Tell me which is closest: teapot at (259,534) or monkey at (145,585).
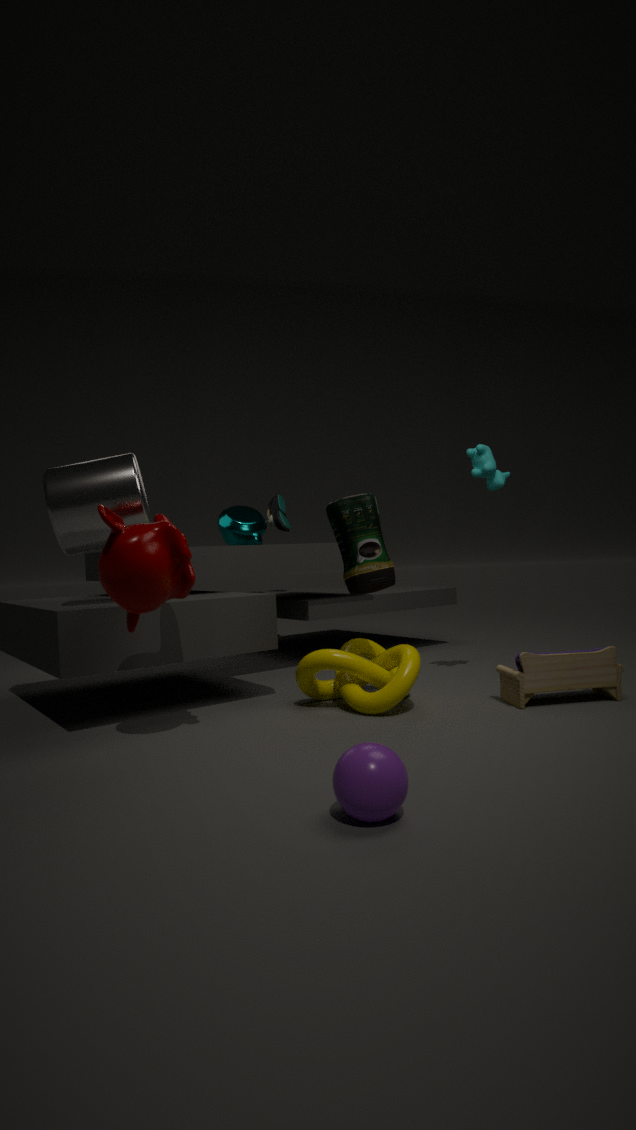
monkey at (145,585)
